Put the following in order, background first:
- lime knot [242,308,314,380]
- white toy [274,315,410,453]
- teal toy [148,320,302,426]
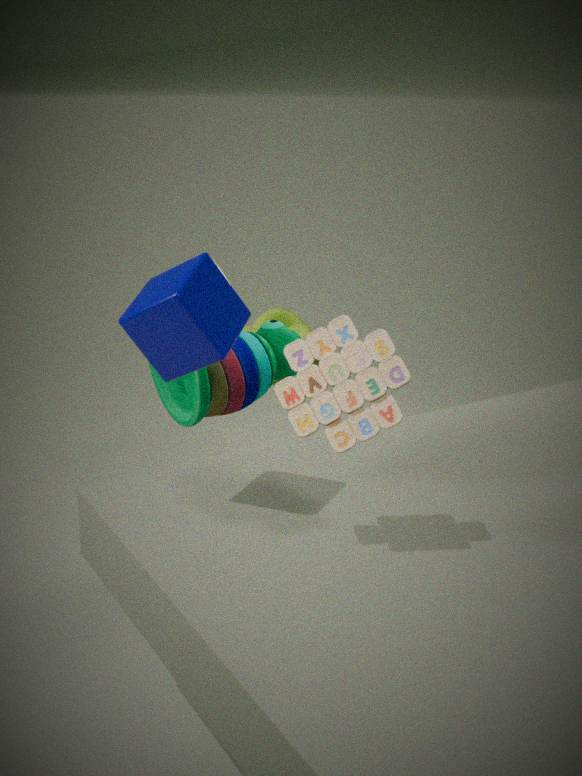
lime knot [242,308,314,380] → teal toy [148,320,302,426] → white toy [274,315,410,453]
